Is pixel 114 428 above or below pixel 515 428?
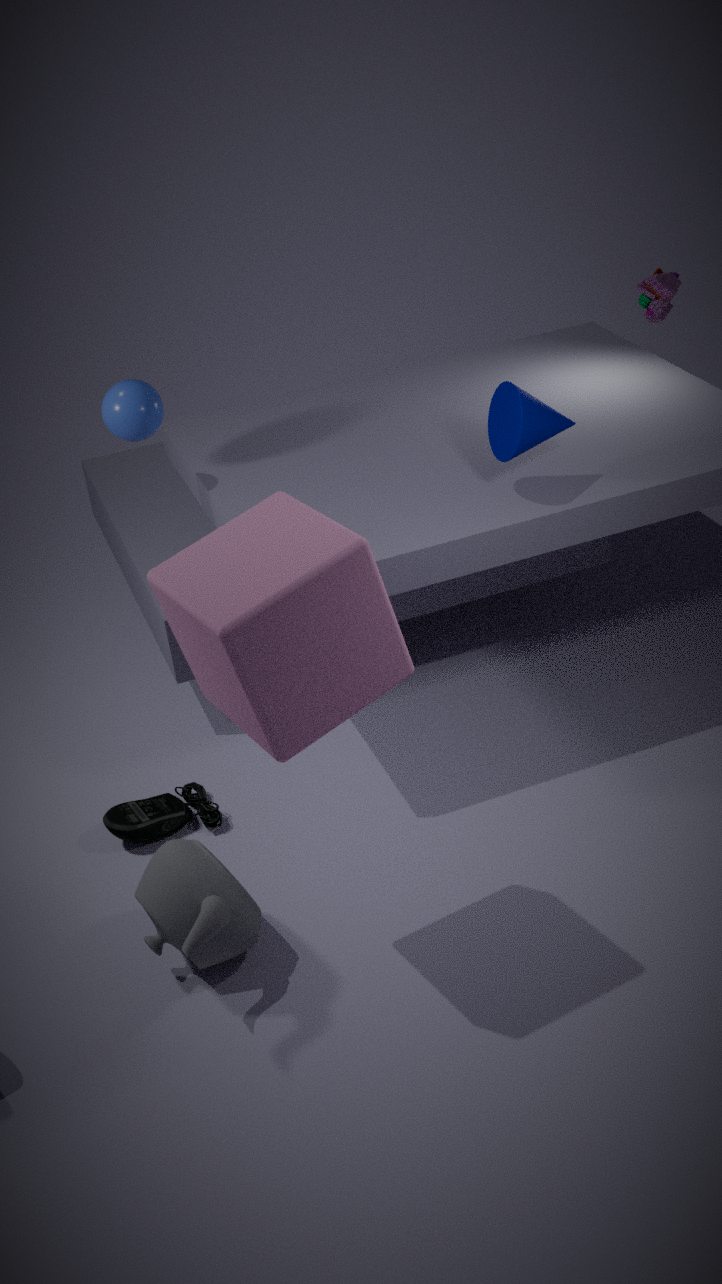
above
